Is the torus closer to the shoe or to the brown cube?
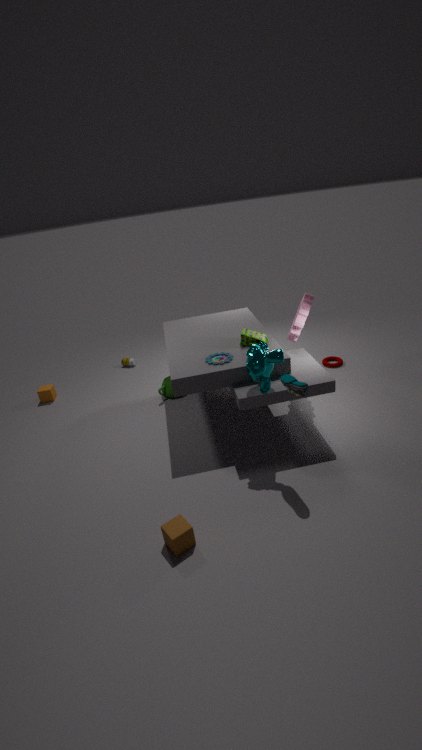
the shoe
